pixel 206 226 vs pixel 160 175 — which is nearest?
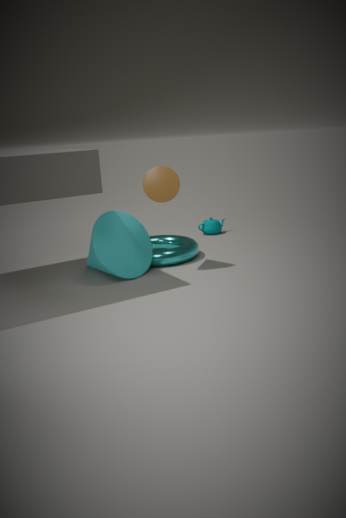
pixel 160 175
